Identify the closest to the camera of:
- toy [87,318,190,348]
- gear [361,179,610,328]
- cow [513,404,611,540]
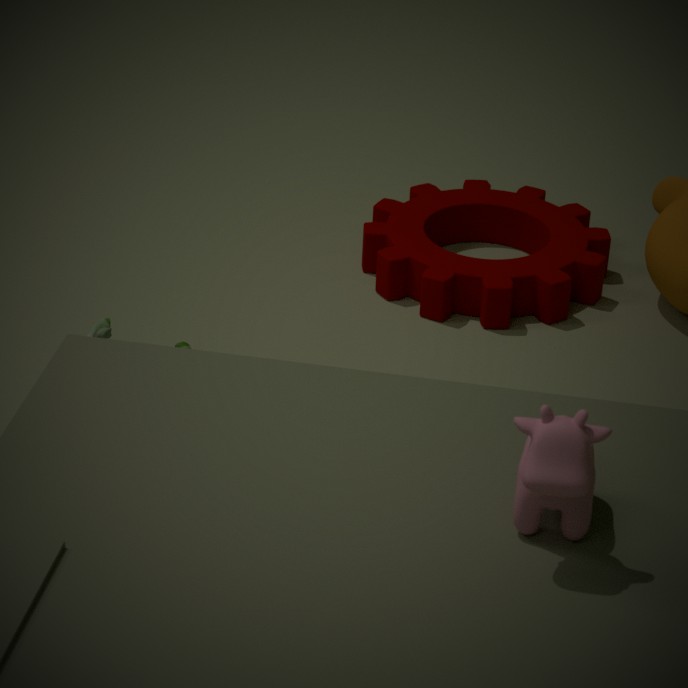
cow [513,404,611,540]
